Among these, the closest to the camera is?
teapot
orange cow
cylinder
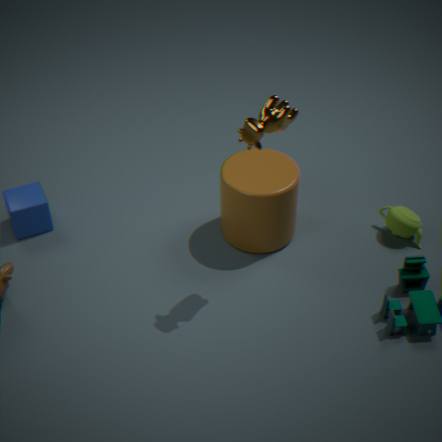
orange cow
